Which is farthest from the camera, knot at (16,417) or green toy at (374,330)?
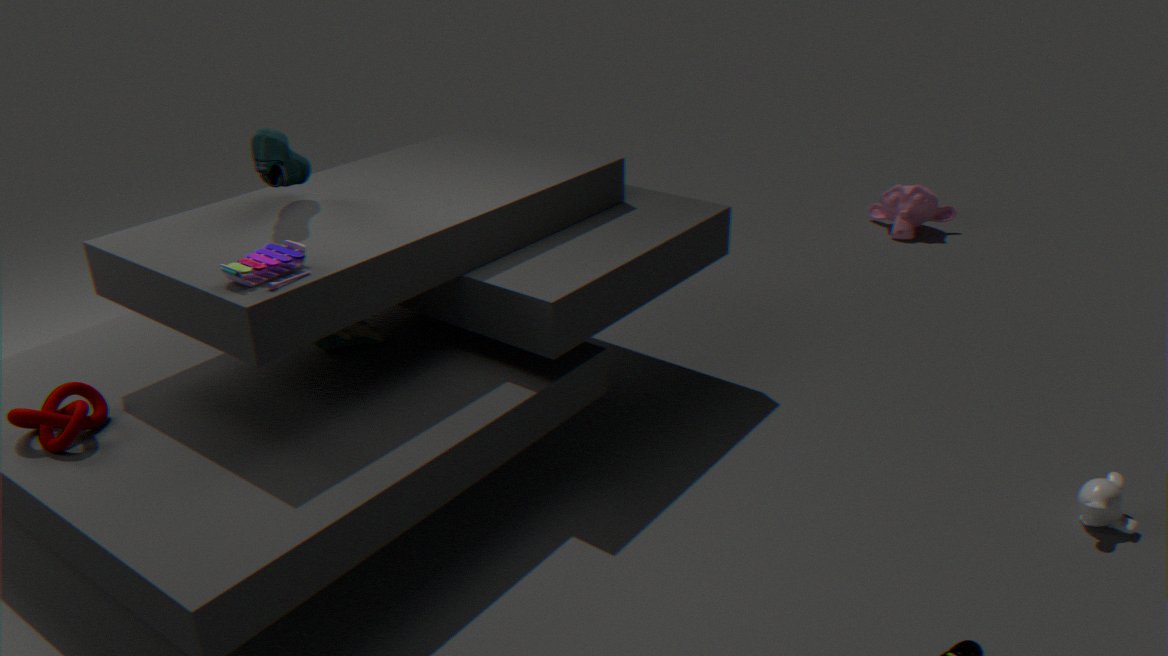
green toy at (374,330)
